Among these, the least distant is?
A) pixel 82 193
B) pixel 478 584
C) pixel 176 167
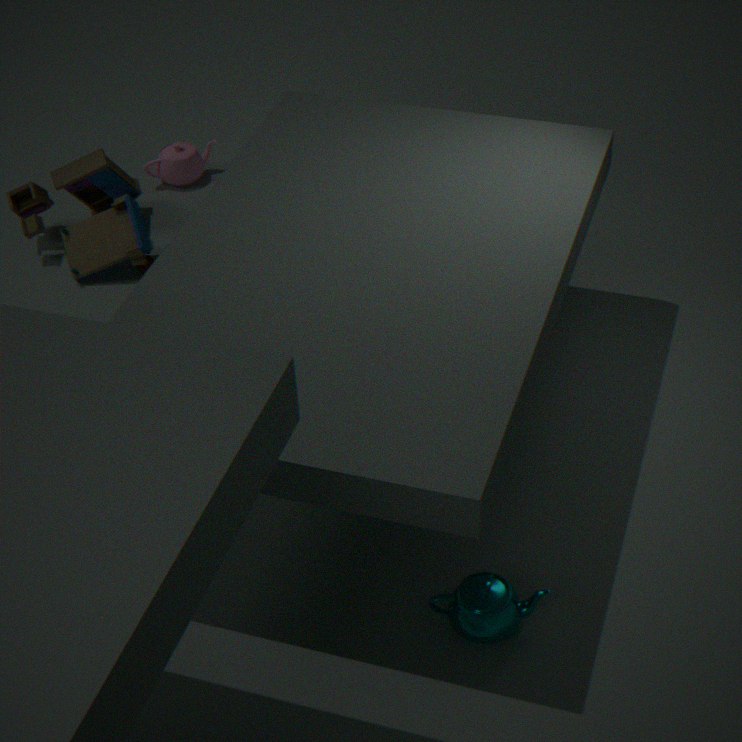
pixel 478 584
